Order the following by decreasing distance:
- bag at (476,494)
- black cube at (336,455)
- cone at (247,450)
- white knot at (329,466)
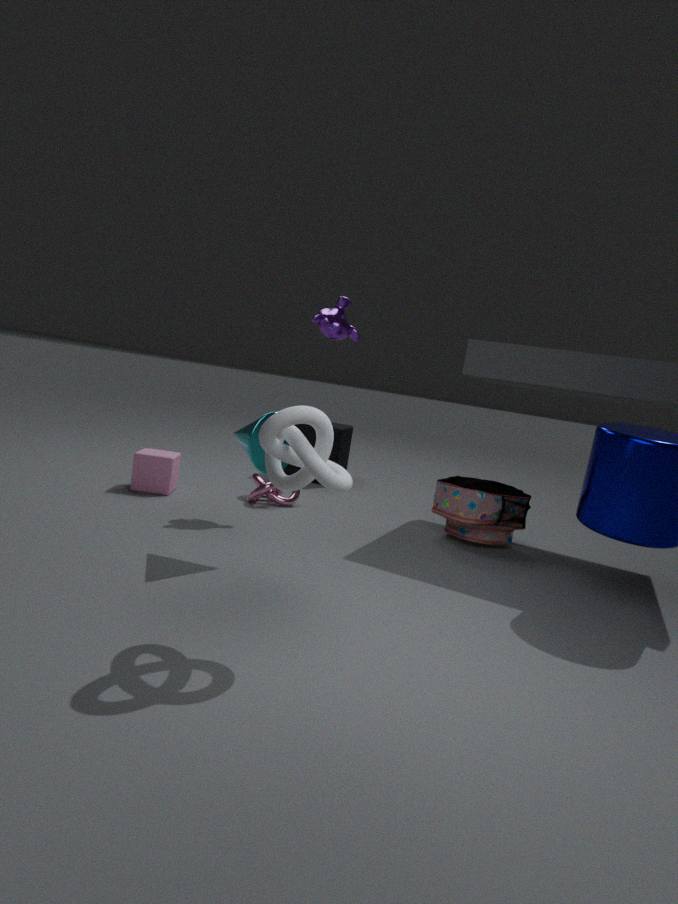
1. black cube at (336,455)
2. bag at (476,494)
3. cone at (247,450)
4. white knot at (329,466)
